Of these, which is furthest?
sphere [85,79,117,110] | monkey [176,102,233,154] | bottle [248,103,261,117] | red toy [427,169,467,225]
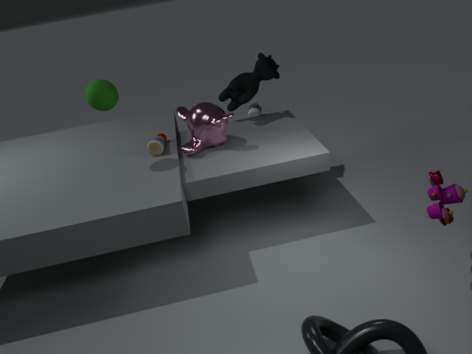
bottle [248,103,261,117]
